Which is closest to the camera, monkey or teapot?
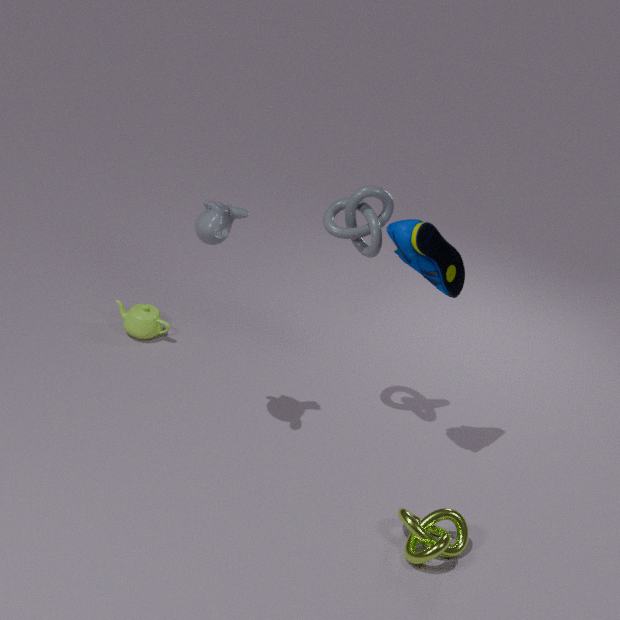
monkey
